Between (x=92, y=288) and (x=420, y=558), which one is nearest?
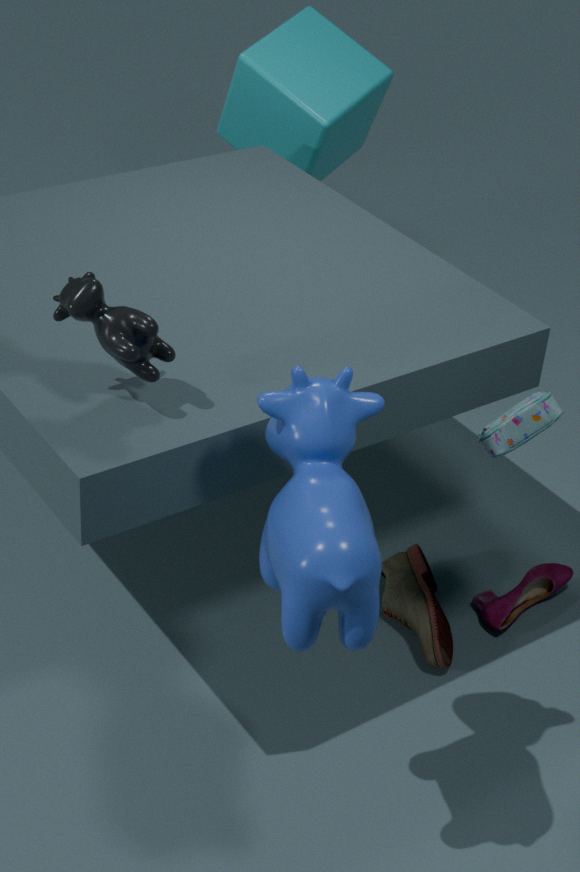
(x=92, y=288)
